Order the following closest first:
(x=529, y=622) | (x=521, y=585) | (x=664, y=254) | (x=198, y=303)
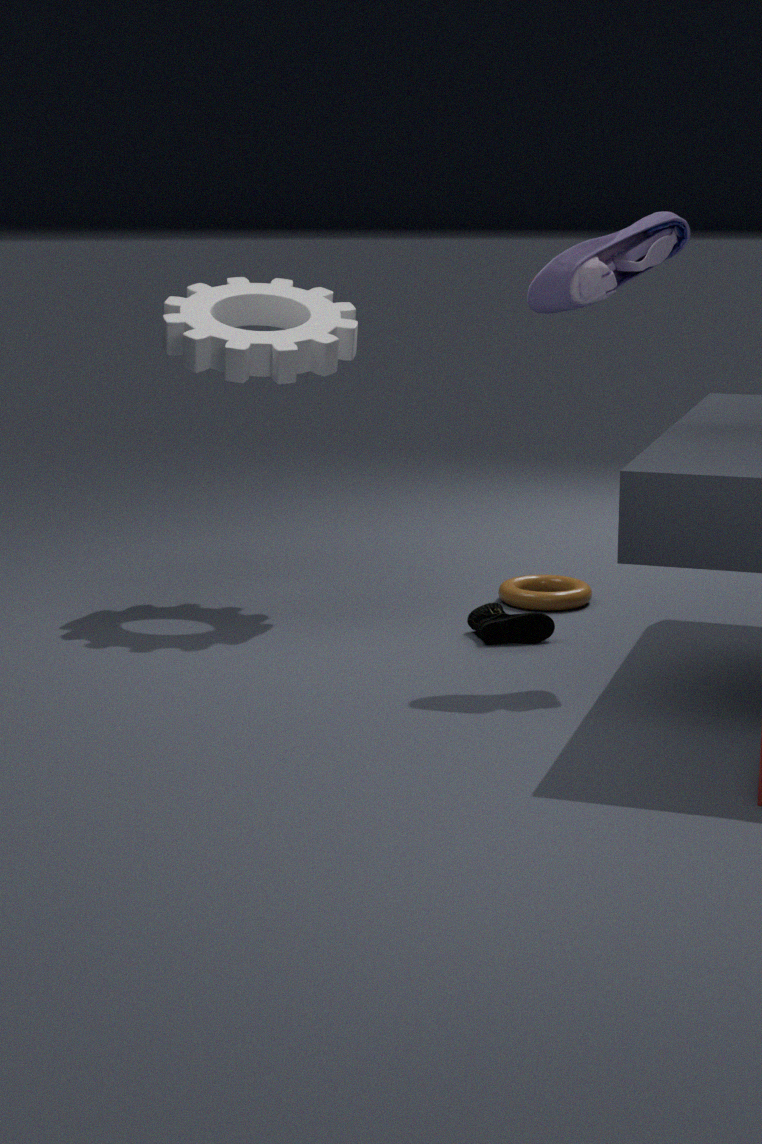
(x=664, y=254)
(x=529, y=622)
(x=198, y=303)
(x=521, y=585)
